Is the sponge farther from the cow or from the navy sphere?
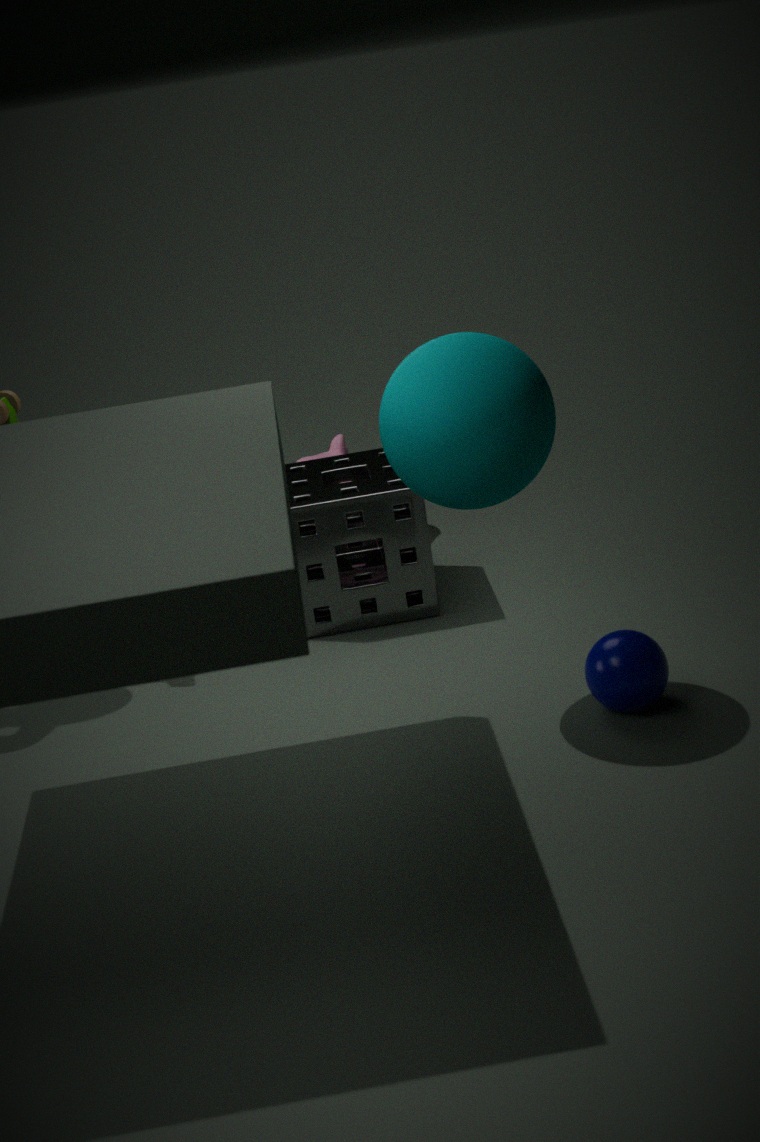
the navy sphere
